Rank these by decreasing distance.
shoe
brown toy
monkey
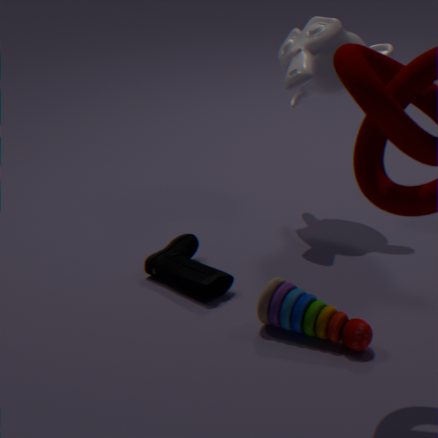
monkey, shoe, brown toy
